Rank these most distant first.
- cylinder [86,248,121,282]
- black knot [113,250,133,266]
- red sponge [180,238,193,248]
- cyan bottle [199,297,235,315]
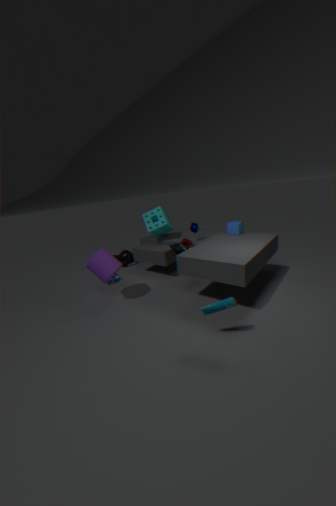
black knot [113,250,133,266], red sponge [180,238,193,248], cylinder [86,248,121,282], cyan bottle [199,297,235,315]
